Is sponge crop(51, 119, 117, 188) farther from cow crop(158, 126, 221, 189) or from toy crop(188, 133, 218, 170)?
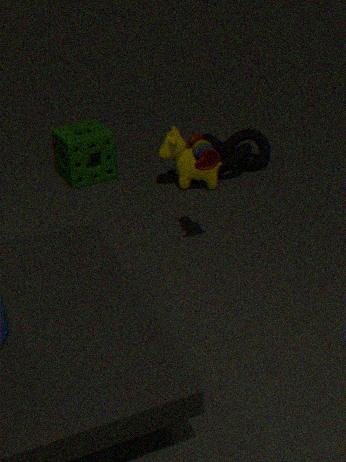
toy crop(188, 133, 218, 170)
